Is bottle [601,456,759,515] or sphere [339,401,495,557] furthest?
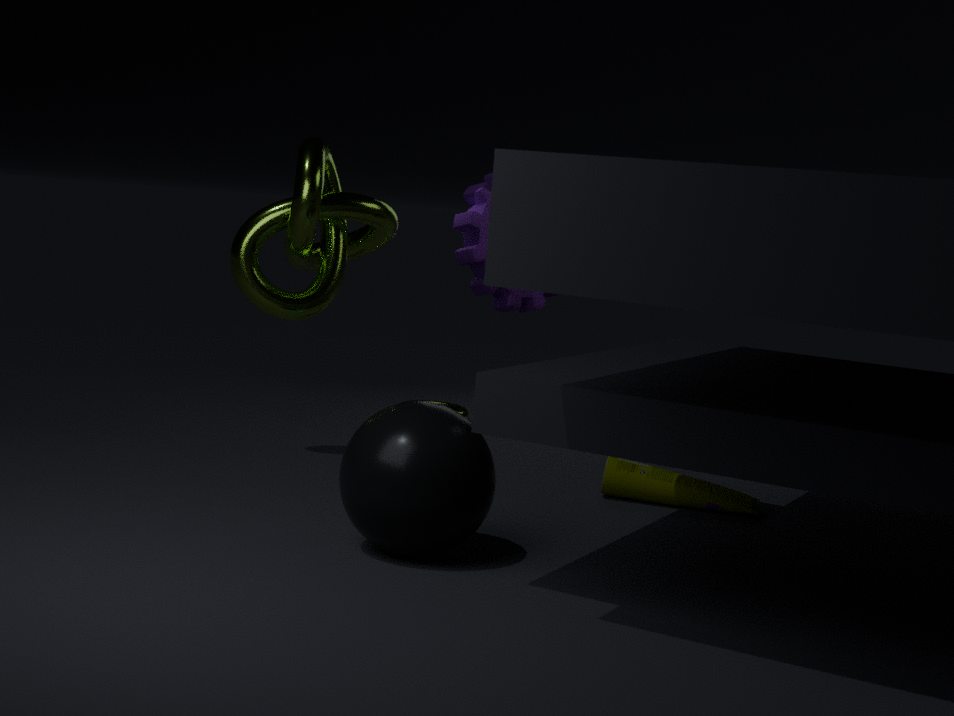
bottle [601,456,759,515]
